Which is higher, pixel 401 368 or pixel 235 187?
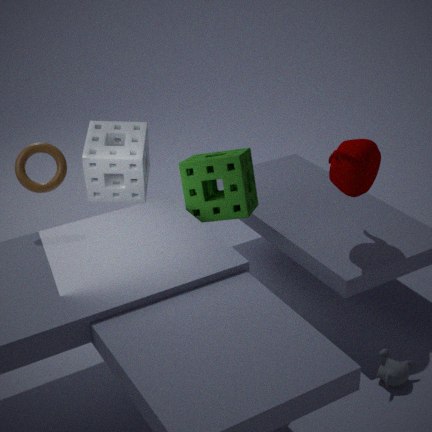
pixel 235 187
